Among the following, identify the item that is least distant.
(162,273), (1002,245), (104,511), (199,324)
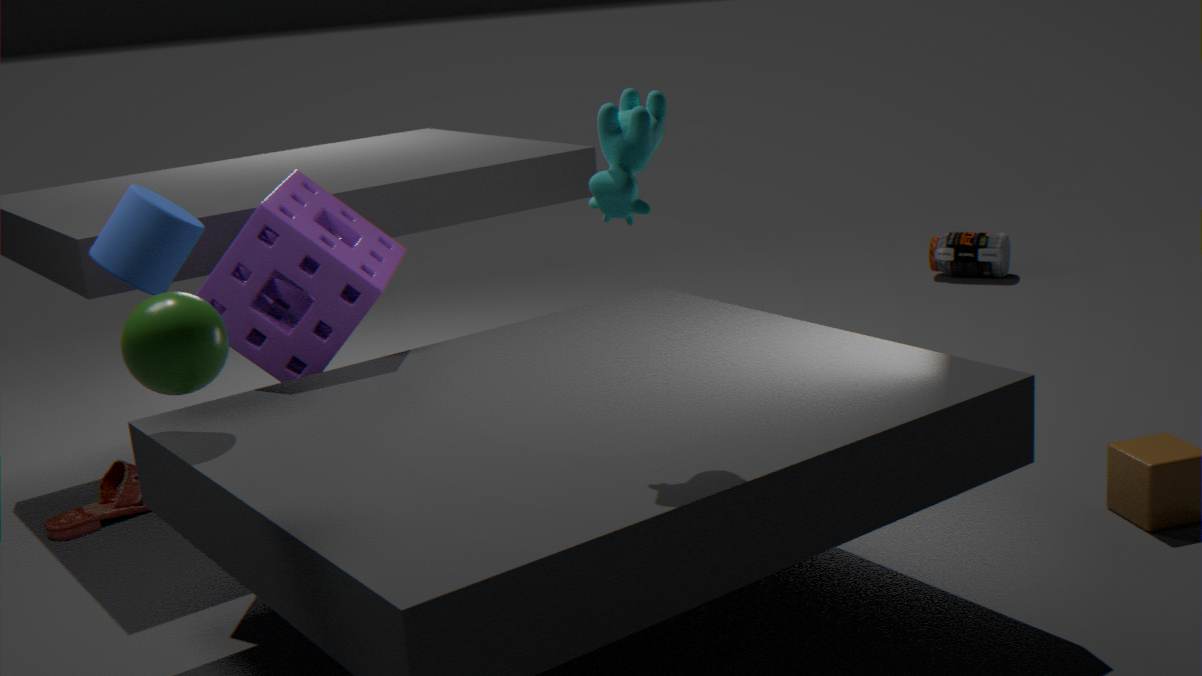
(199,324)
